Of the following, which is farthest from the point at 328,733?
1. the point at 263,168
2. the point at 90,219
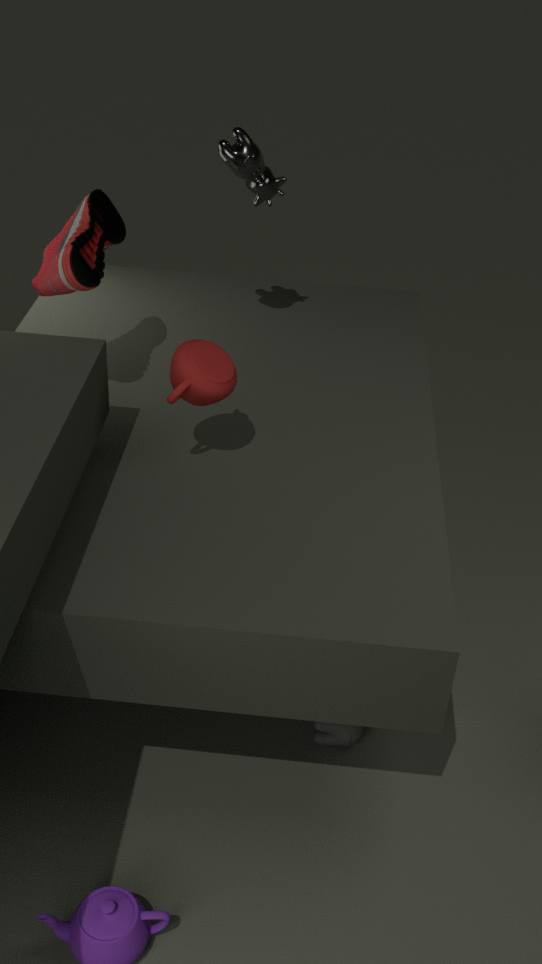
the point at 263,168
